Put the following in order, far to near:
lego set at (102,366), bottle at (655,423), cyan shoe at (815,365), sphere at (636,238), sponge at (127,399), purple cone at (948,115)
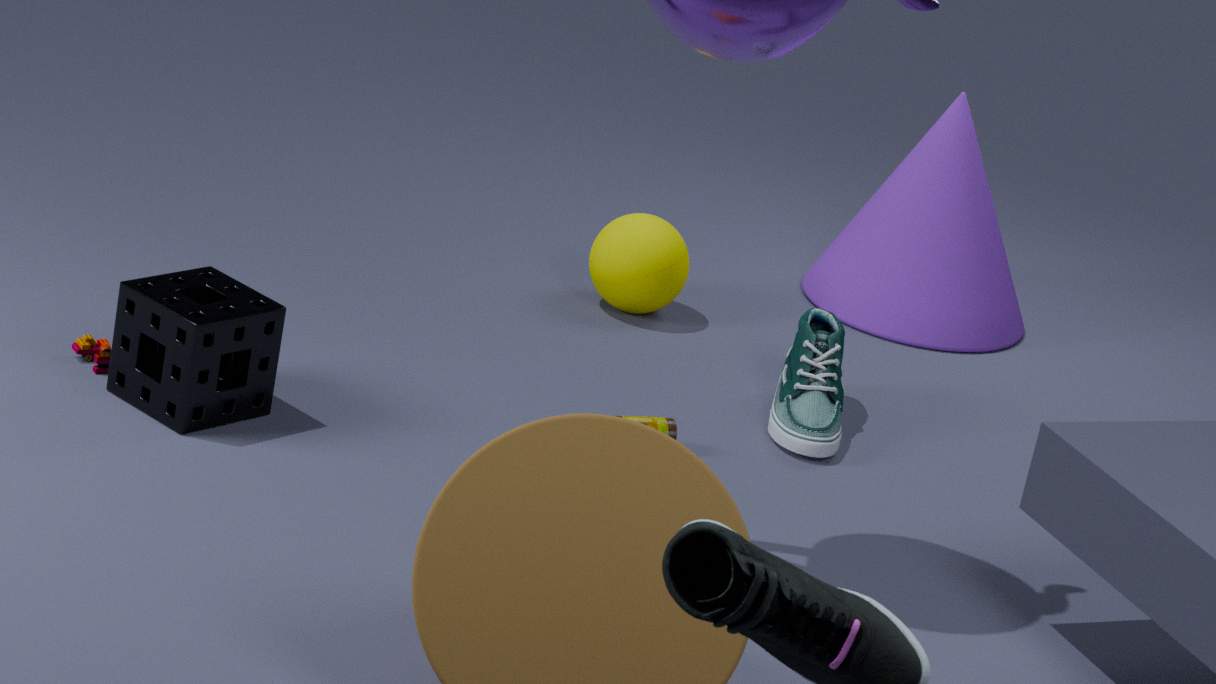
purple cone at (948,115) < sphere at (636,238) < cyan shoe at (815,365) < bottle at (655,423) < lego set at (102,366) < sponge at (127,399)
